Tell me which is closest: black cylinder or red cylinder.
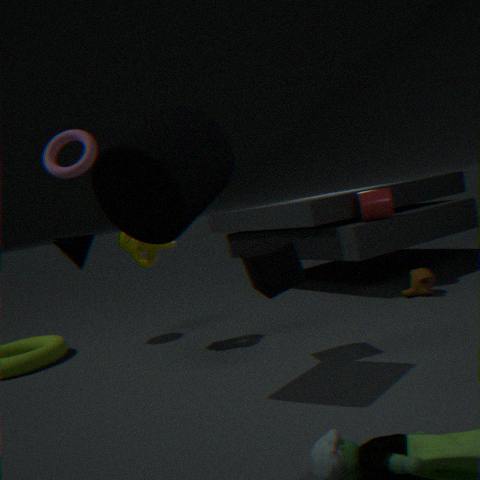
black cylinder
